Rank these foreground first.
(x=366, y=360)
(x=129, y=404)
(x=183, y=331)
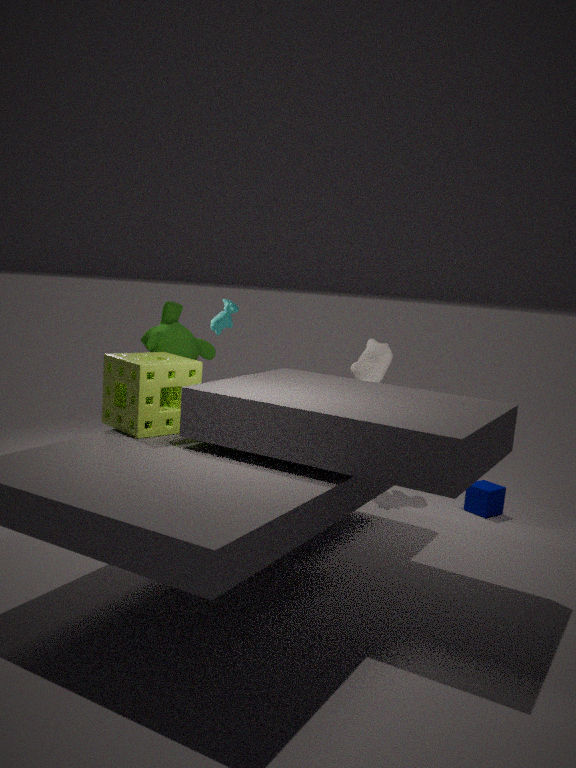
(x=129, y=404)
(x=183, y=331)
(x=366, y=360)
